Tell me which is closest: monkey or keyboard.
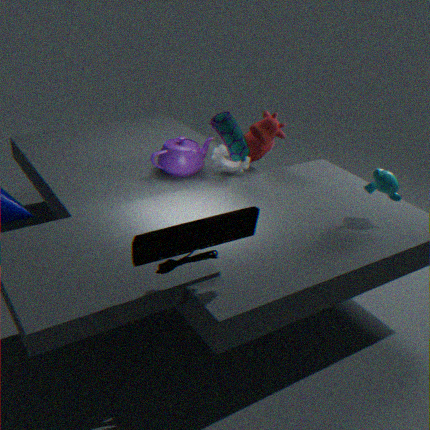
keyboard
